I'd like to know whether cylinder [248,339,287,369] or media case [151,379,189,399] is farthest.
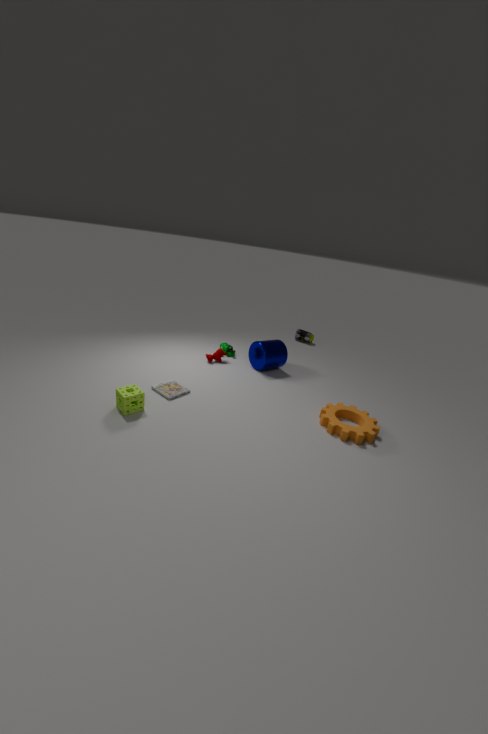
cylinder [248,339,287,369]
